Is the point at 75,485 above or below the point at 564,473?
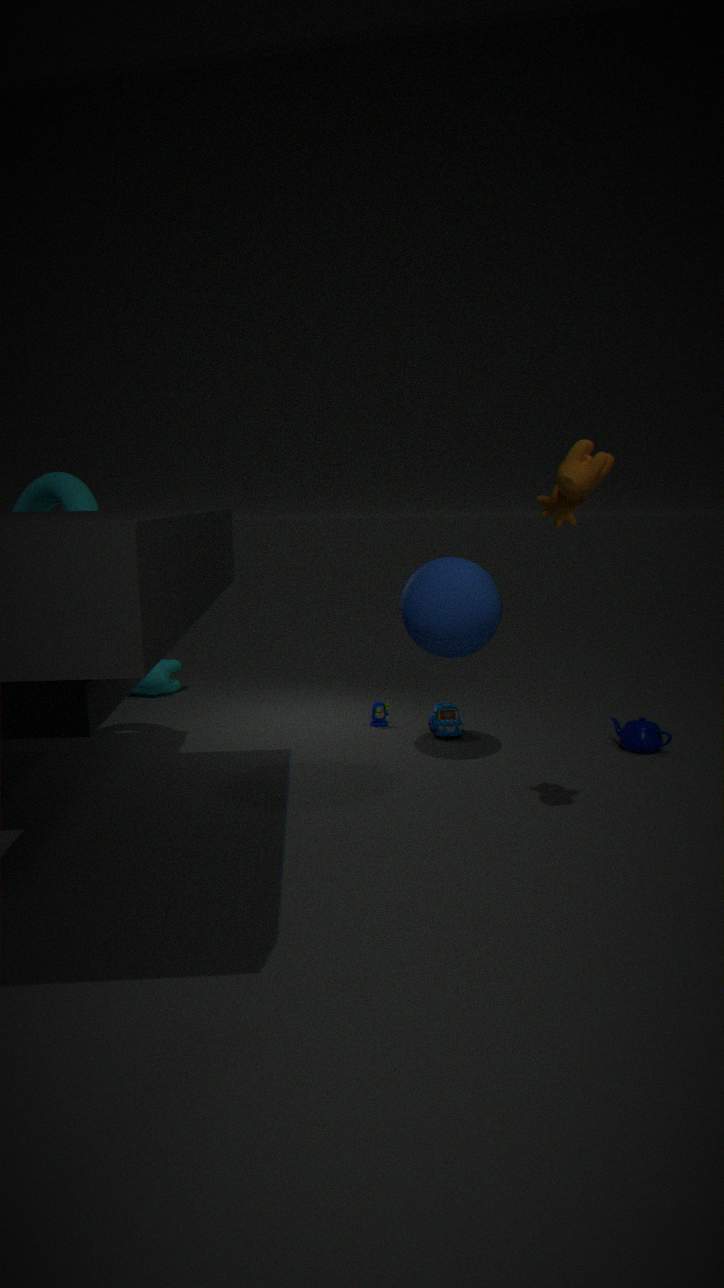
below
